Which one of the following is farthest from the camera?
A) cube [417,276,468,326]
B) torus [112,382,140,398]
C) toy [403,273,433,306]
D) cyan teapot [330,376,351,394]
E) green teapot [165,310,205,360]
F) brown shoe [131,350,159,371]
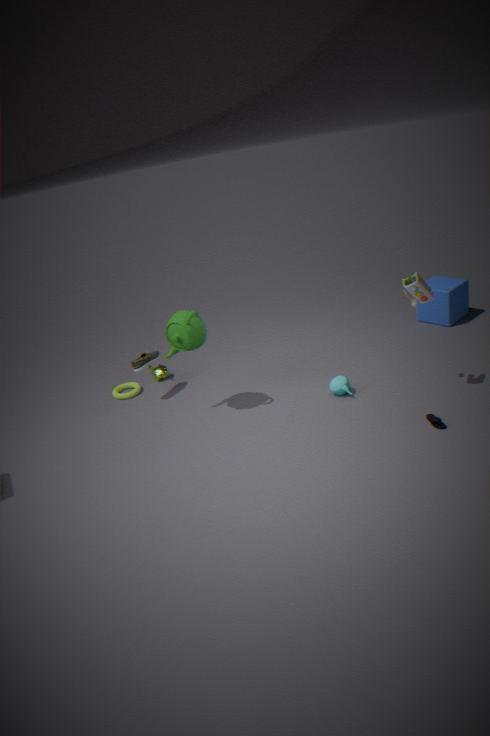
cube [417,276,468,326]
